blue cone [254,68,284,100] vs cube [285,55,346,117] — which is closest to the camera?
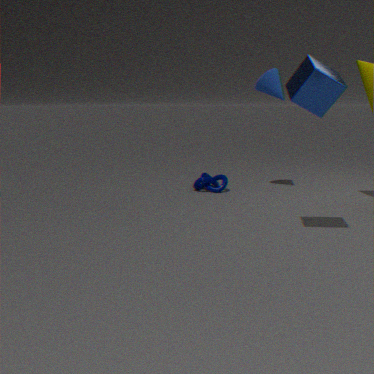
cube [285,55,346,117]
